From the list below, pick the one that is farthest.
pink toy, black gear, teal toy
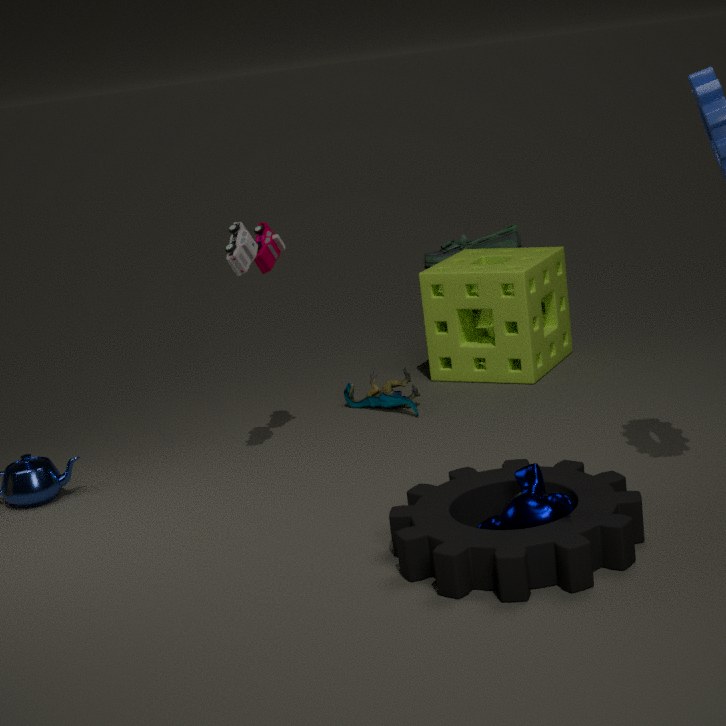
teal toy
